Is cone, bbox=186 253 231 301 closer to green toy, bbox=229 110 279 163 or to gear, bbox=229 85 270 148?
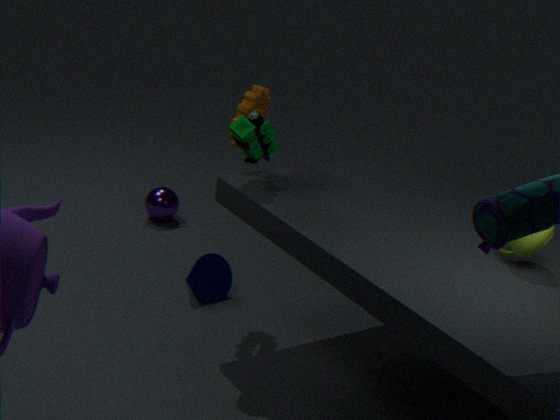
gear, bbox=229 85 270 148
